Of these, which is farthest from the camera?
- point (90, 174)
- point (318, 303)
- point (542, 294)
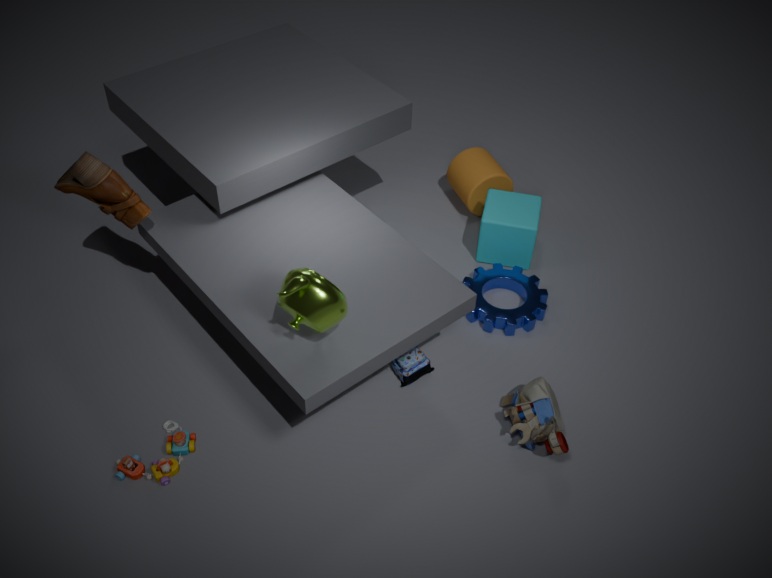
point (542, 294)
